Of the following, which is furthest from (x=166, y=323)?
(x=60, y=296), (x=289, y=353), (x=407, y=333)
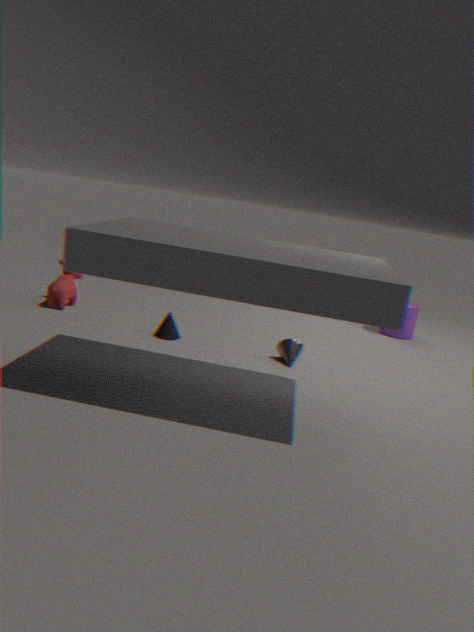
(x=407, y=333)
